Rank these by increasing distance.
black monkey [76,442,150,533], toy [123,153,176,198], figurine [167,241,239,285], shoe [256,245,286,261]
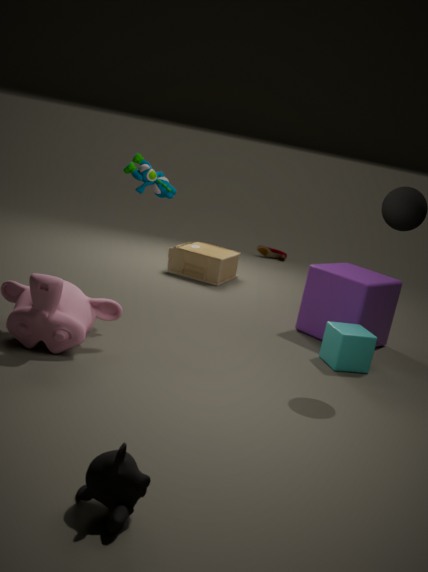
black monkey [76,442,150,533]
toy [123,153,176,198]
figurine [167,241,239,285]
shoe [256,245,286,261]
